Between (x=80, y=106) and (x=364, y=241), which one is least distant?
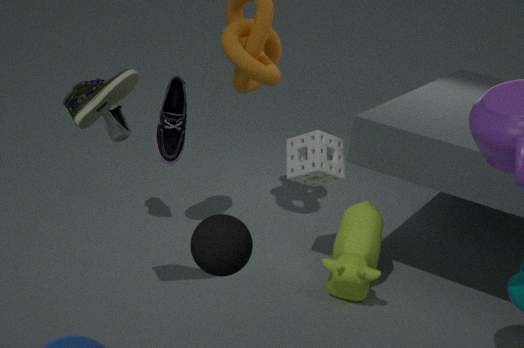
(x=80, y=106)
